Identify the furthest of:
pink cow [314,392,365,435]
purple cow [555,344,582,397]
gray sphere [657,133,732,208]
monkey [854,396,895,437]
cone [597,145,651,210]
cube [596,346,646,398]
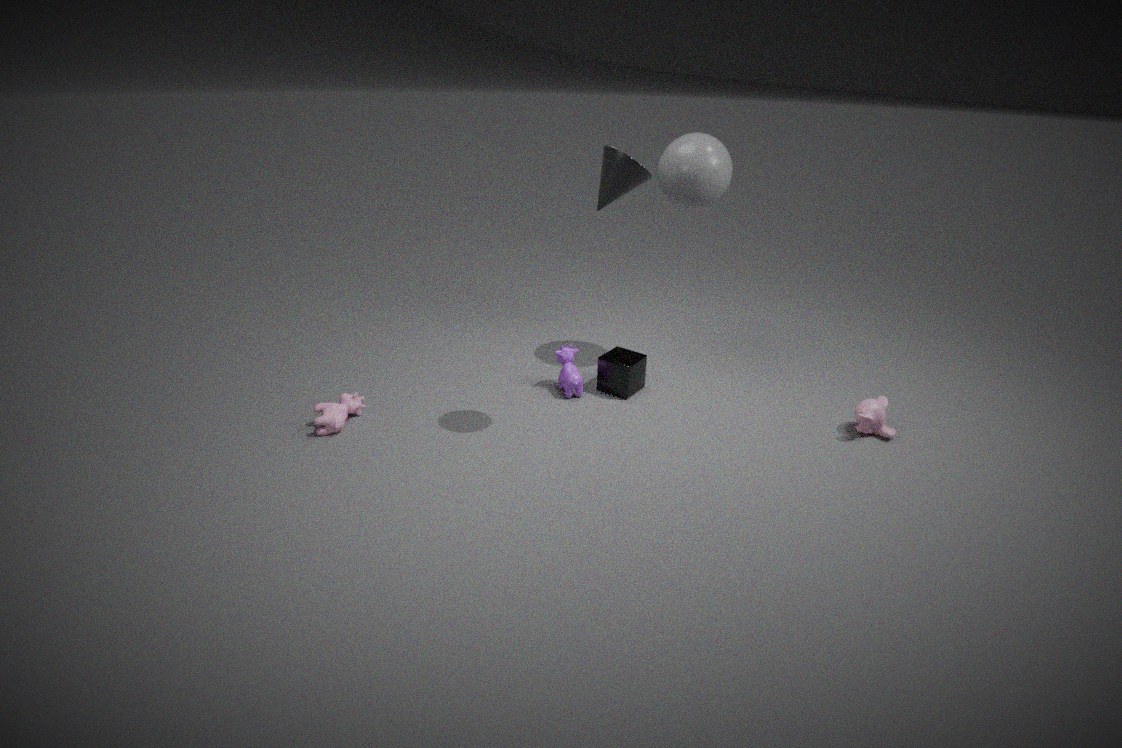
cube [596,346,646,398]
